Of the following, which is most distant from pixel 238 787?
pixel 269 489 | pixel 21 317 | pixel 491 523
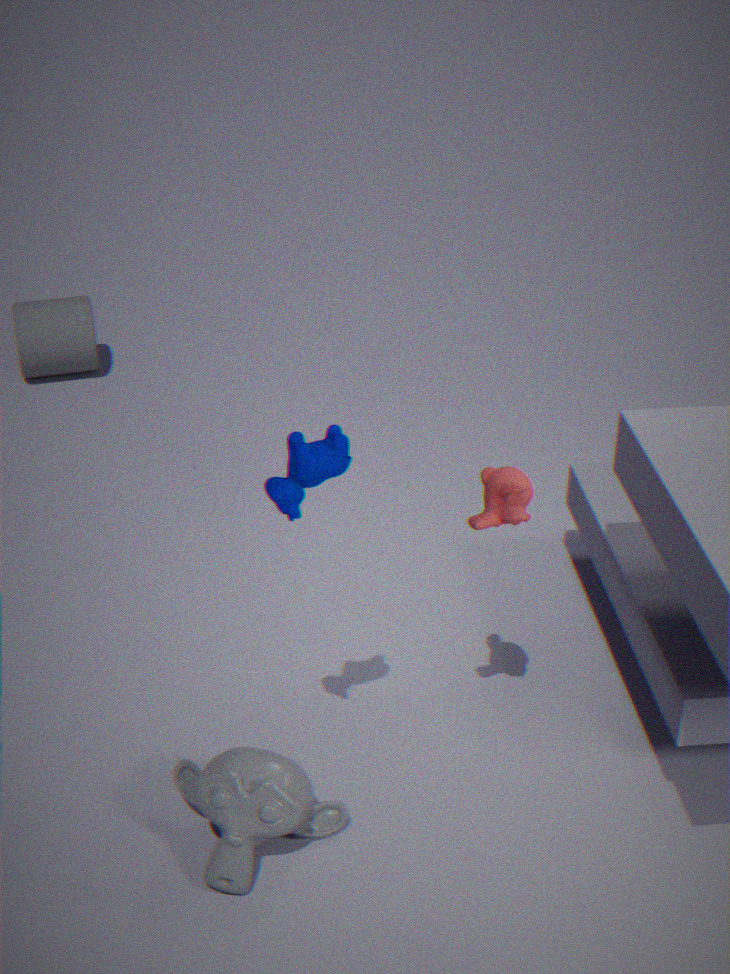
pixel 21 317
